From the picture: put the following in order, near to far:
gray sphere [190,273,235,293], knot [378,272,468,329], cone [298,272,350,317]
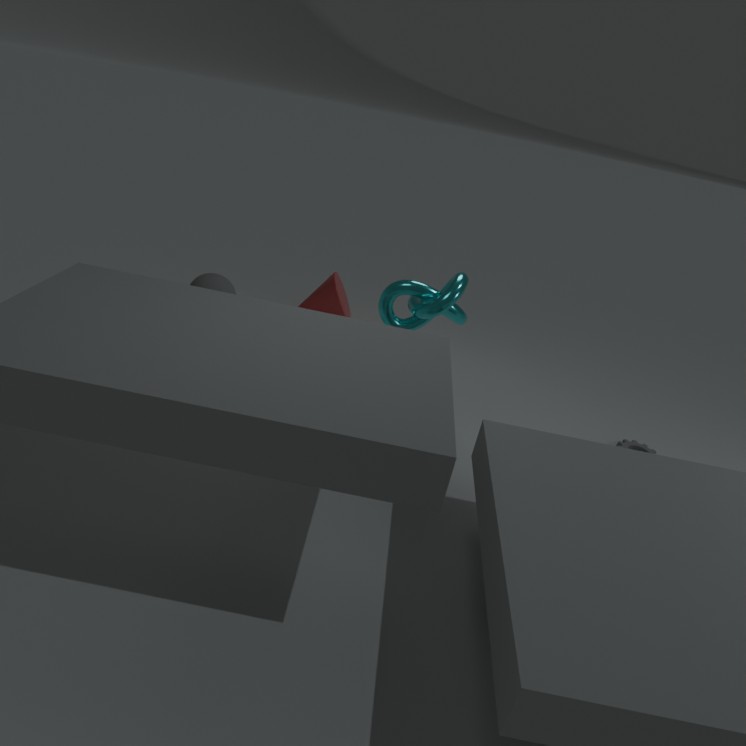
knot [378,272,468,329] < gray sphere [190,273,235,293] < cone [298,272,350,317]
